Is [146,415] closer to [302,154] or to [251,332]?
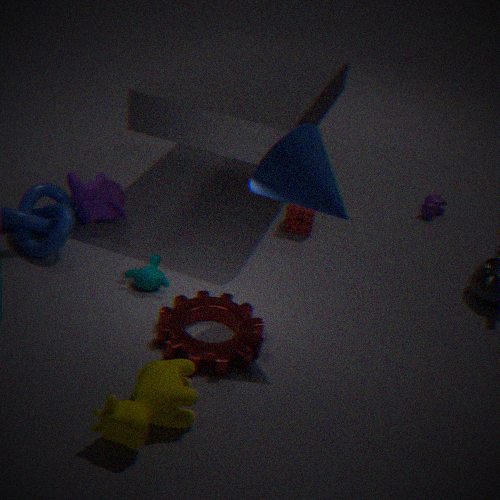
[251,332]
